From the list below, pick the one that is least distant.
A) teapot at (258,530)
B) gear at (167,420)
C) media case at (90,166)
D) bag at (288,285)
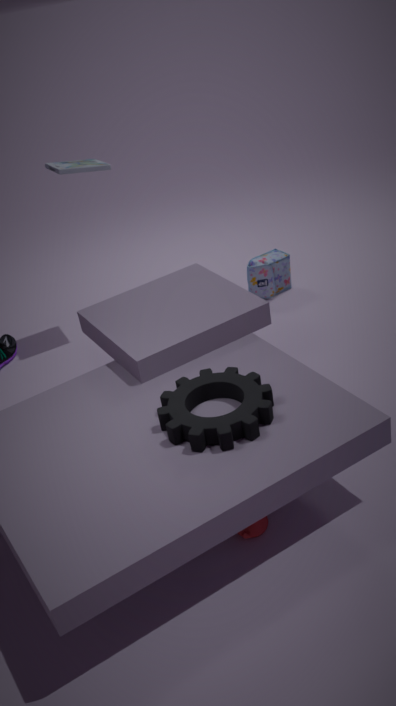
gear at (167,420)
